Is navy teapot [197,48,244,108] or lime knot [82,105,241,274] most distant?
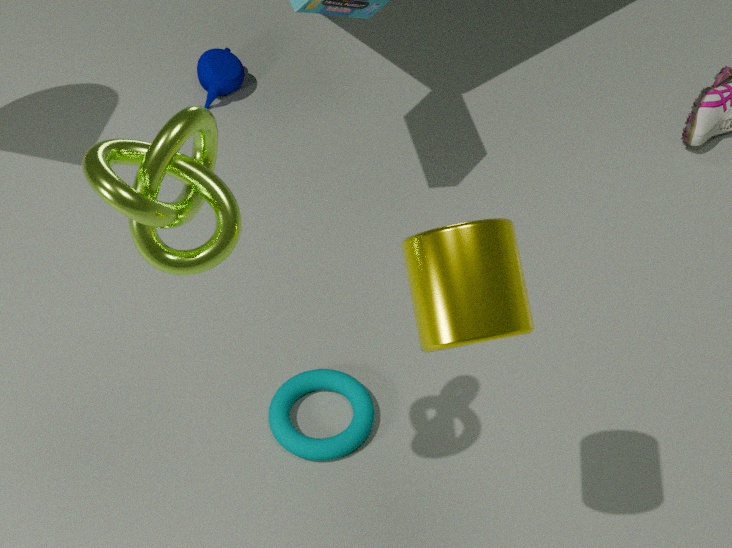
navy teapot [197,48,244,108]
